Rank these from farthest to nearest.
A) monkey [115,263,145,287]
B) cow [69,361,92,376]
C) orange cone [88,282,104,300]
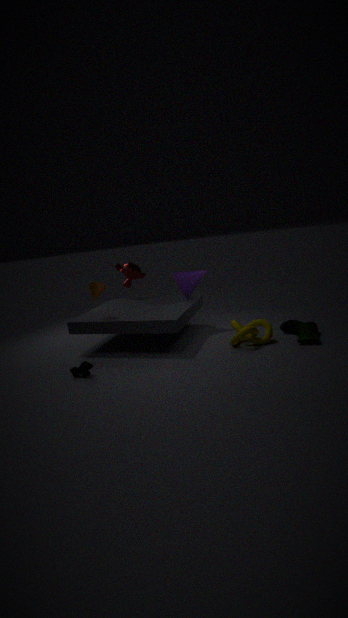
monkey [115,263,145,287] < orange cone [88,282,104,300] < cow [69,361,92,376]
